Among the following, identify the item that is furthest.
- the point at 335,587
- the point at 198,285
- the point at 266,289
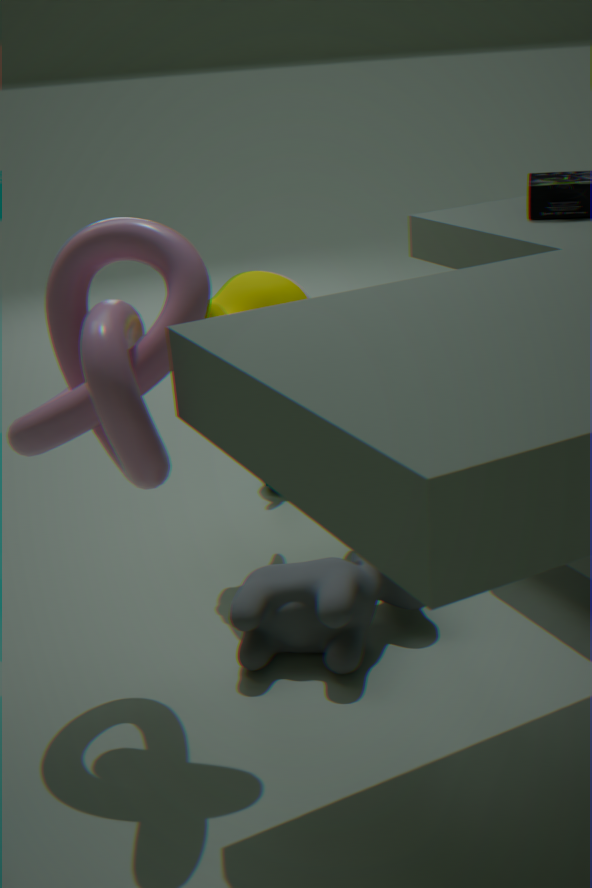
the point at 266,289
